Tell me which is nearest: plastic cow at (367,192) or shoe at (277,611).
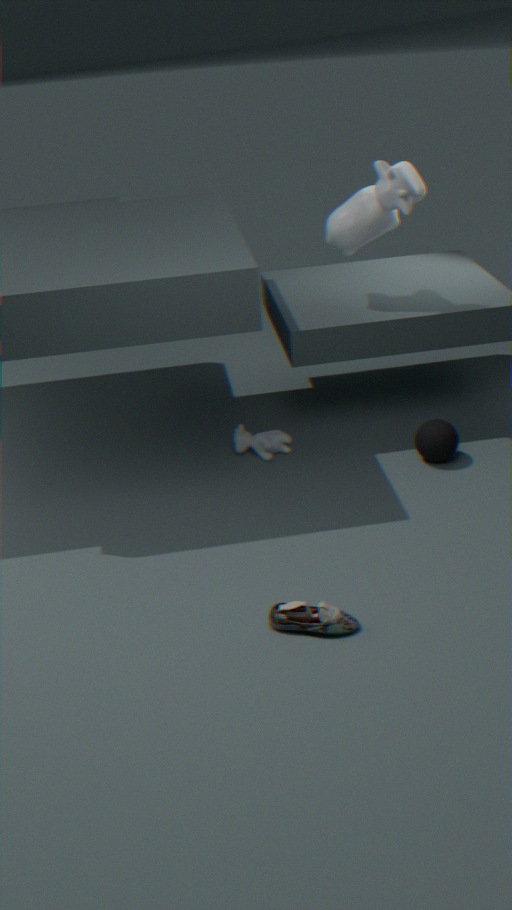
shoe at (277,611)
